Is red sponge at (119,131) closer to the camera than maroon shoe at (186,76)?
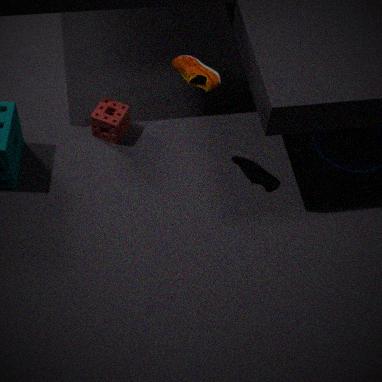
No
